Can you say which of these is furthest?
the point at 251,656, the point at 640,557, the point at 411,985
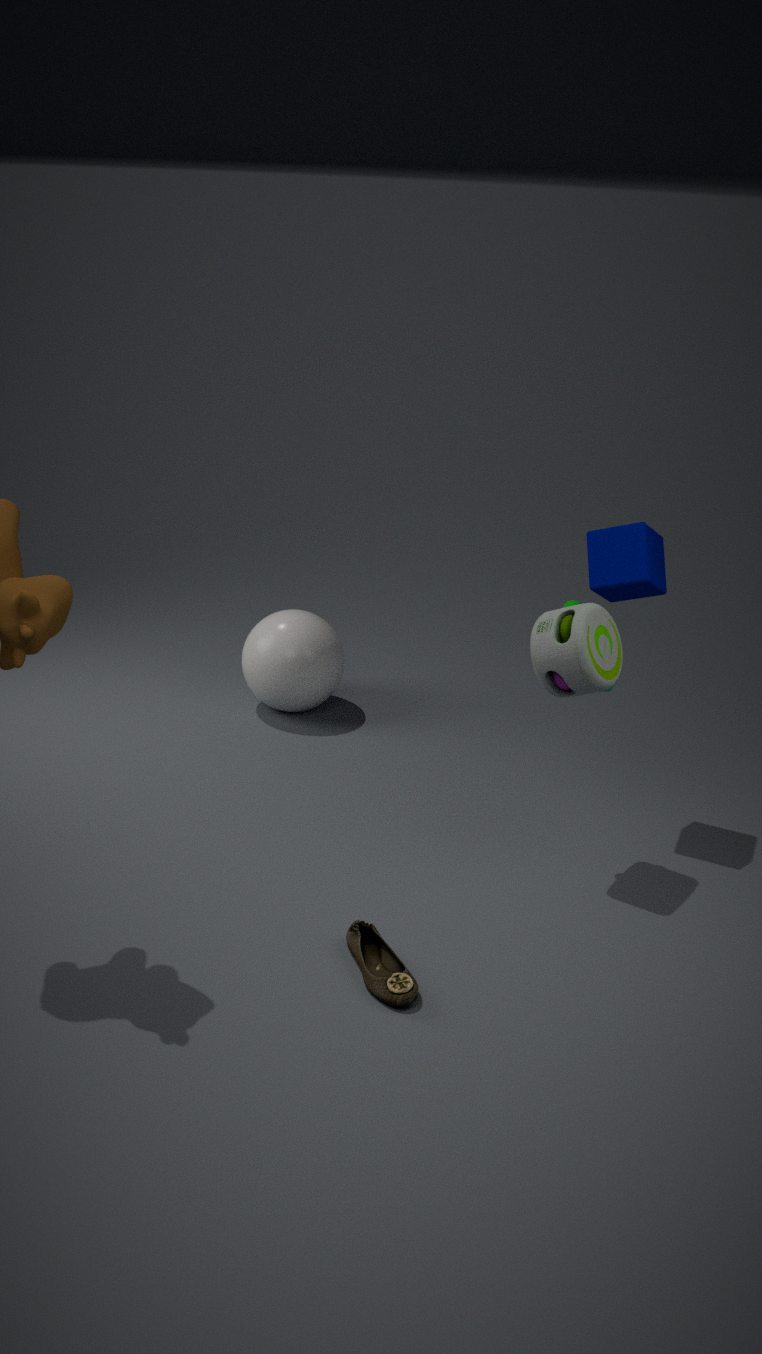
the point at 251,656
